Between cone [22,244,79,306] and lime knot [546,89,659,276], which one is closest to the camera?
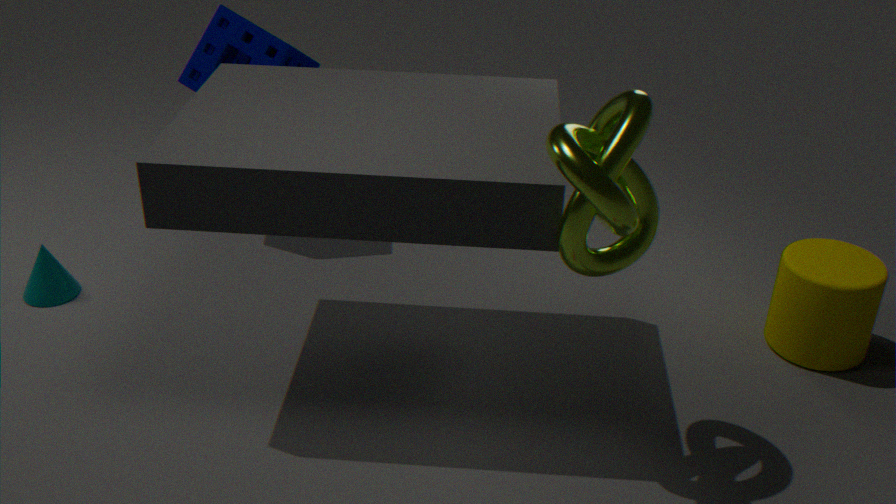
lime knot [546,89,659,276]
